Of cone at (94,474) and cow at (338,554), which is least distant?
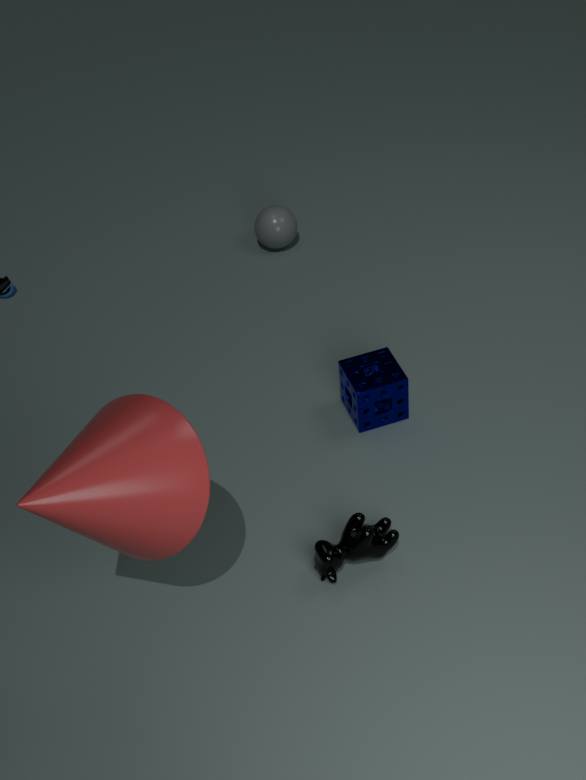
cone at (94,474)
